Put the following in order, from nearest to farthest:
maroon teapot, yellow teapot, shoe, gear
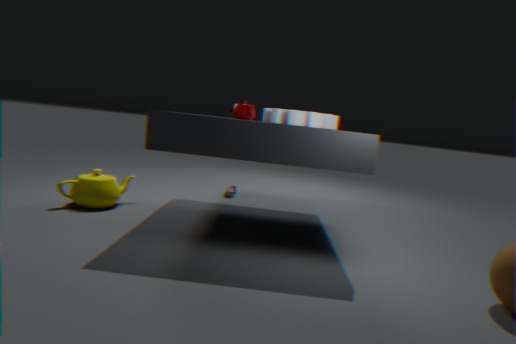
1. gear
2. maroon teapot
3. yellow teapot
4. shoe
